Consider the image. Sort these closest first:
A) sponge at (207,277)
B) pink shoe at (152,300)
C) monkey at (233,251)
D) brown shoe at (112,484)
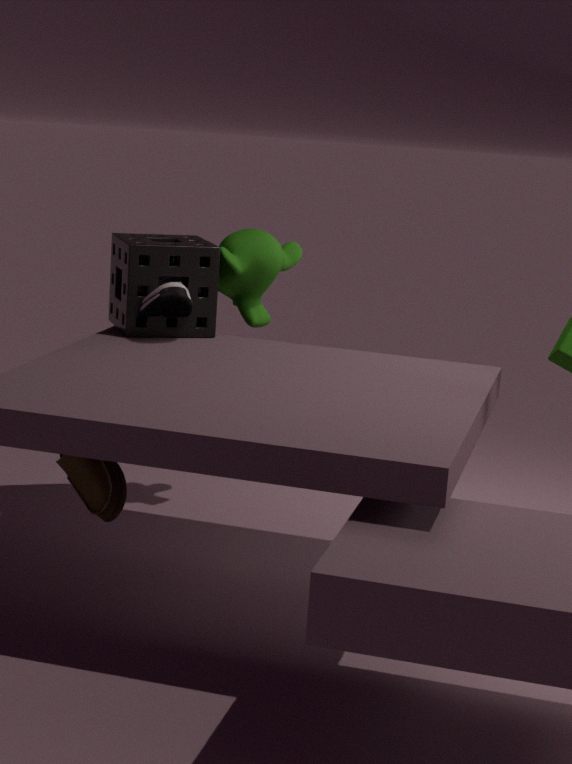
1. brown shoe at (112,484)
2. pink shoe at (152,300)
3. sponge at (207,277)
4. monkey at (233,251)
